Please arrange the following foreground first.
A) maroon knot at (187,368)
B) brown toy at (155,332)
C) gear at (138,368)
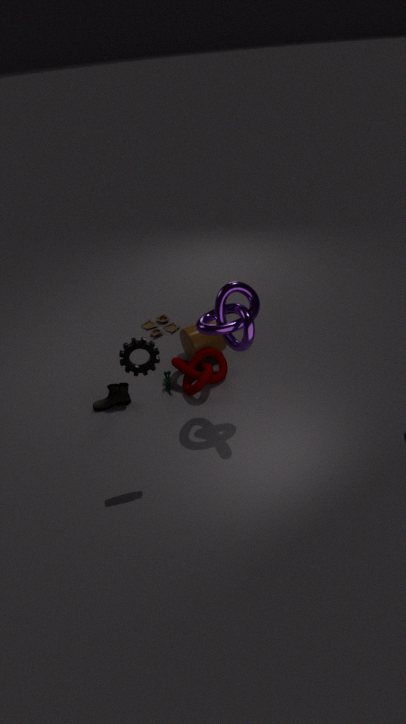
gear at (138,368) < maroon knot at (187,368) < brown toy at (155,332)
